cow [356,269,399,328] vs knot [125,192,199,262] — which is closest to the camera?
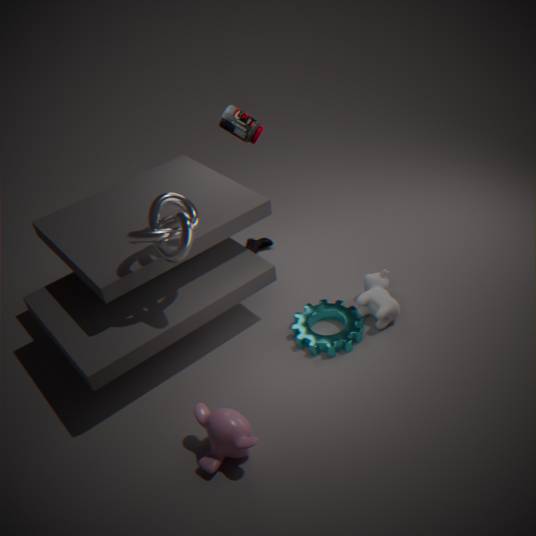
knot [125,192,199,262]
